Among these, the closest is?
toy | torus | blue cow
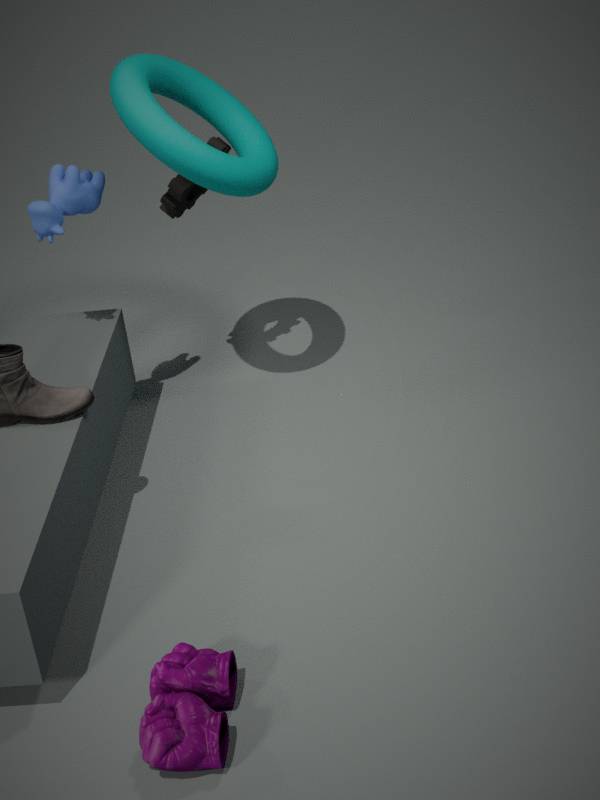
toy
